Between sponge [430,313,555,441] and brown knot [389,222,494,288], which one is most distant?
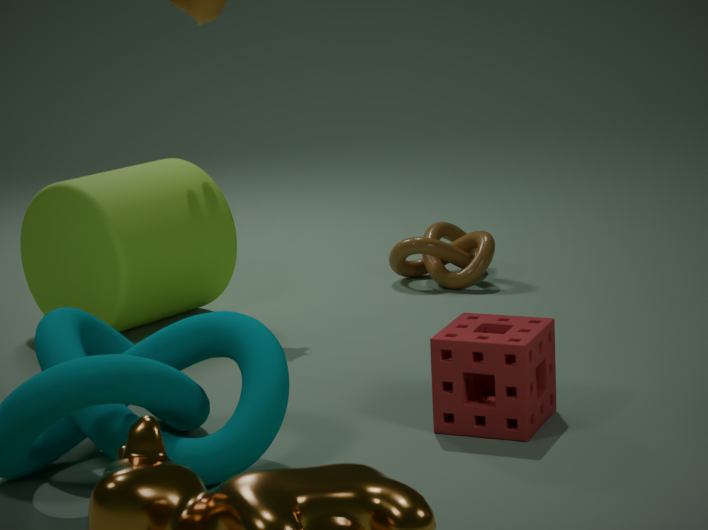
brown knot [389,222,494,288]
